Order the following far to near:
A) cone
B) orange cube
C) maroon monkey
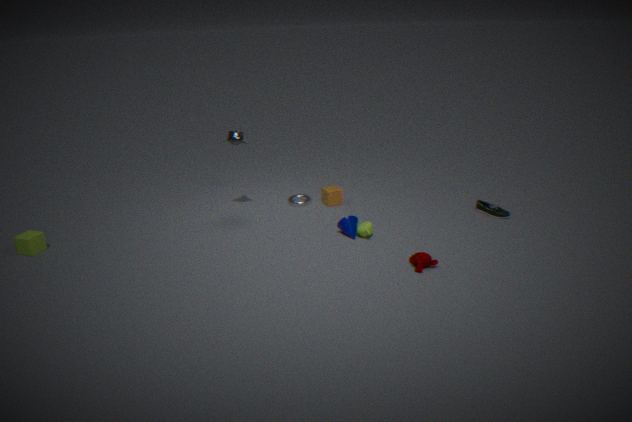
1. orange cube
2. cone
3. maroon monkey
